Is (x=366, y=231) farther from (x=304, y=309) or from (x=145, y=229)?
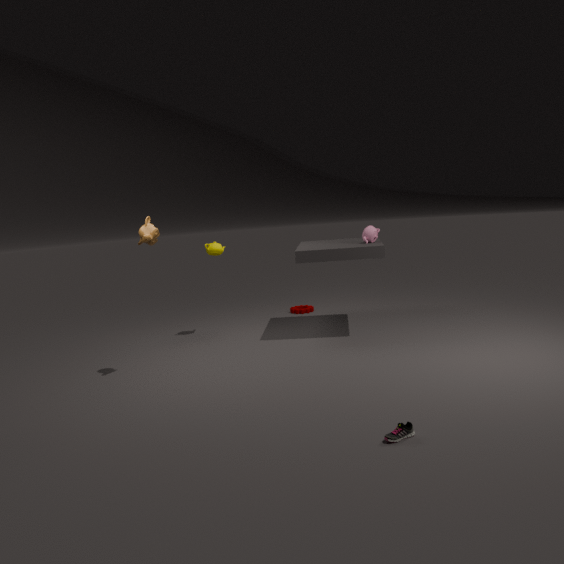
(x=145, y=229)
